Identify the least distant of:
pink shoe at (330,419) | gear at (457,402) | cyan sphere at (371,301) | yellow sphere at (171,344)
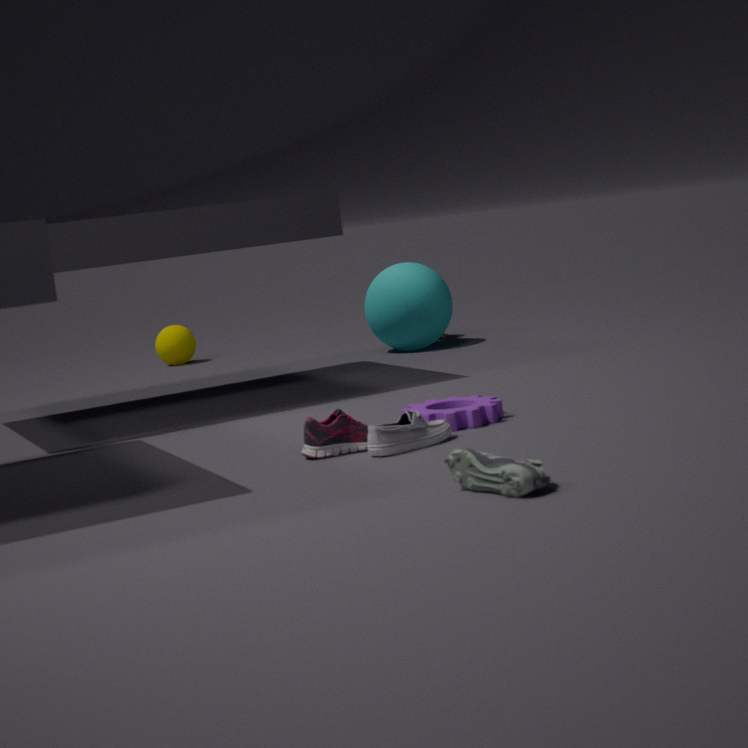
pink shoe at (330,419)
